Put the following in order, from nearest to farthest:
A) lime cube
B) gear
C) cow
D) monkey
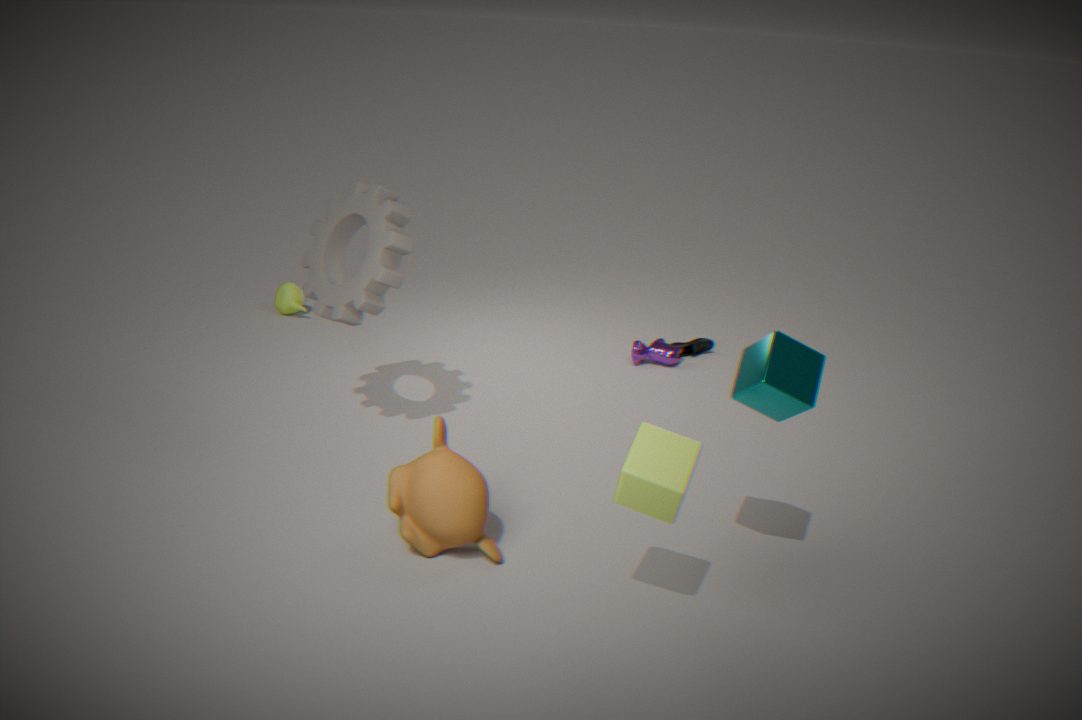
lime cube < monkey < gear < cow
